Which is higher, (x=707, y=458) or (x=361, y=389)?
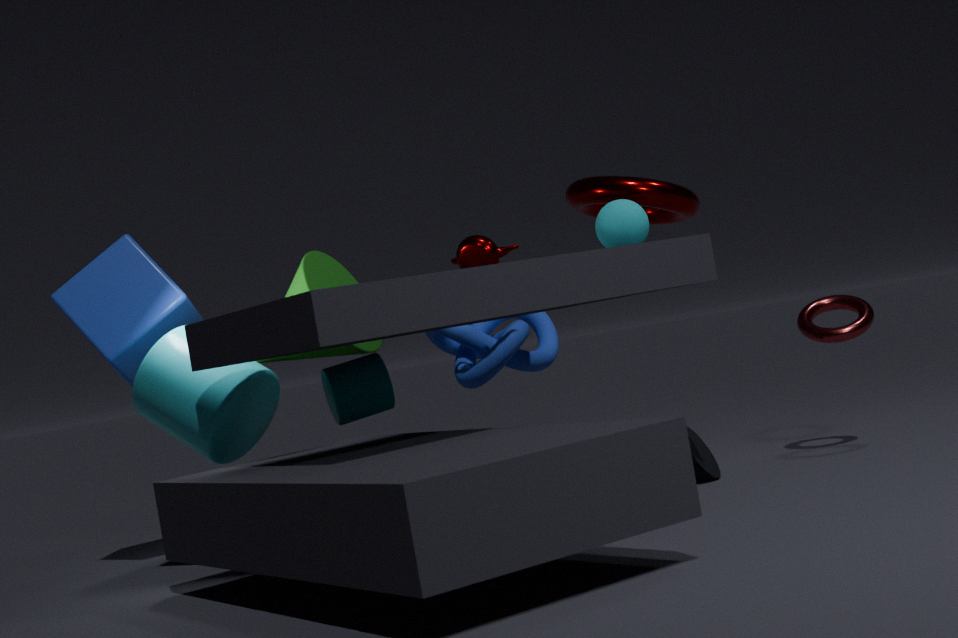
(x=361, y=389)
